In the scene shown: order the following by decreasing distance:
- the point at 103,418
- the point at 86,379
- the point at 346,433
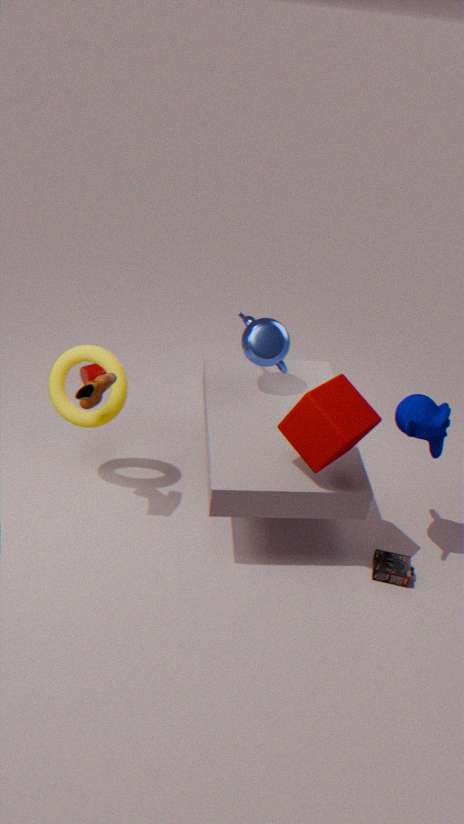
the point at 86,379
the point at 103,418
the point at 346,433
